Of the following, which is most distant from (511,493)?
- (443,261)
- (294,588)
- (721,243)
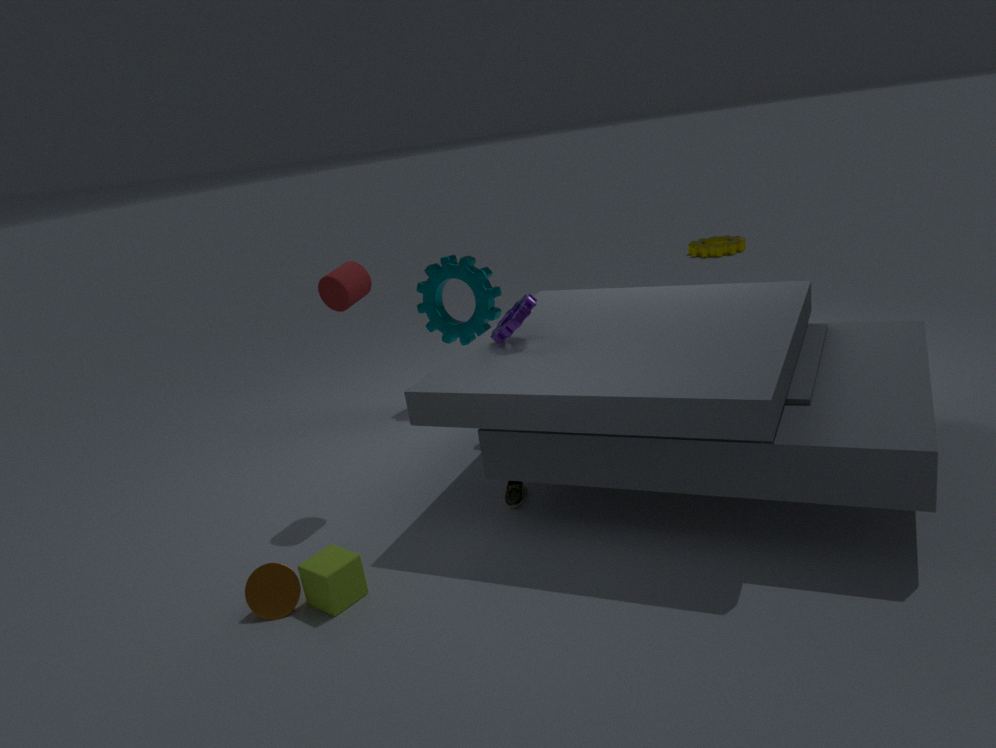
(721,243)
